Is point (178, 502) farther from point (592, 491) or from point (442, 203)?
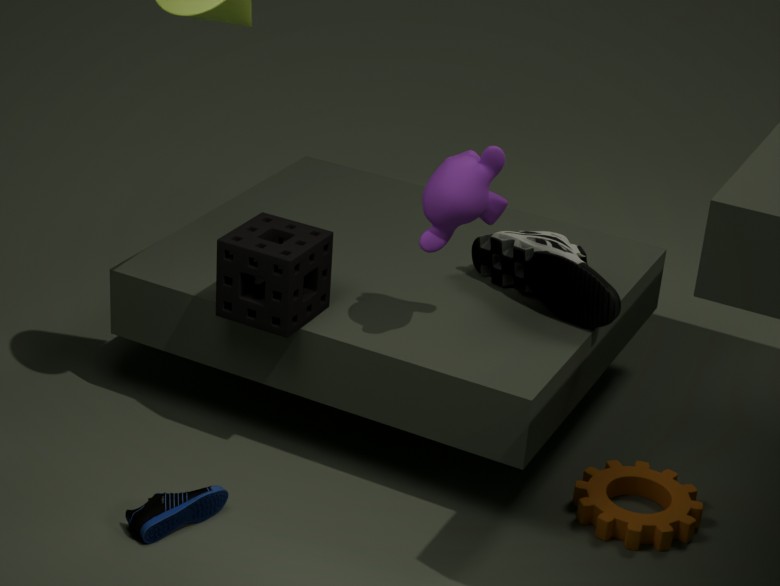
point (592, 491)
